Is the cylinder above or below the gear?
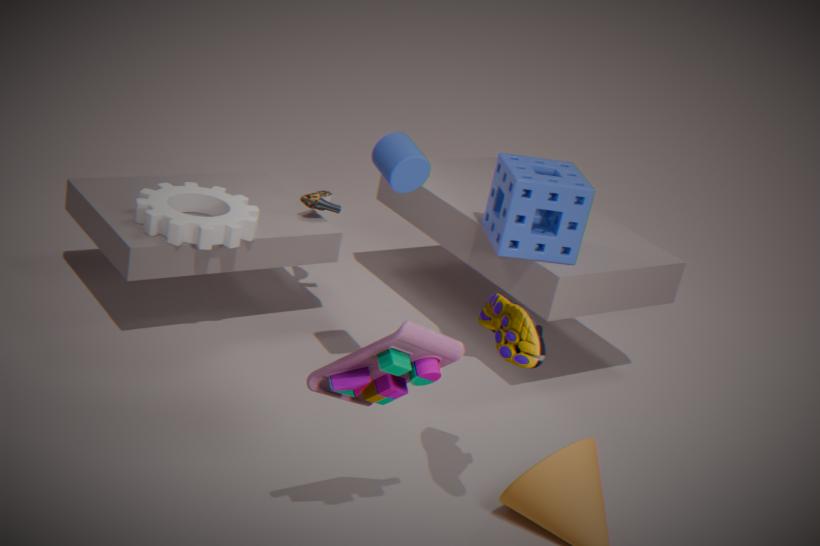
above
